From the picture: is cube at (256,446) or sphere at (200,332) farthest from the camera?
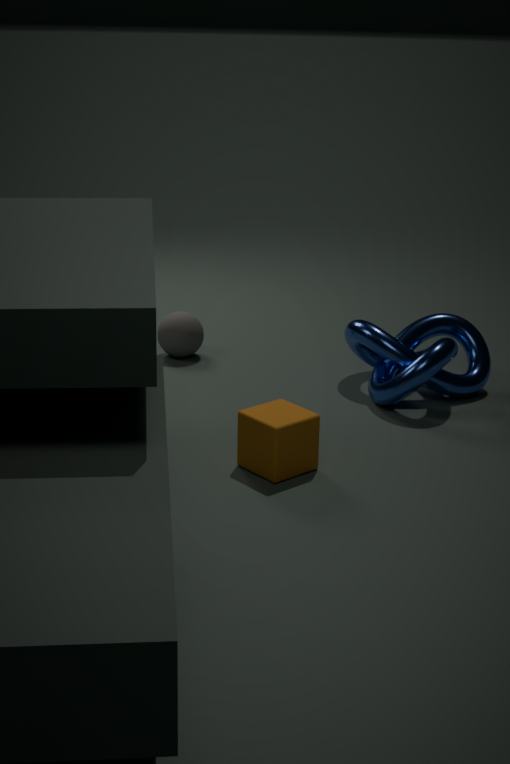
sphere at (200,332)
